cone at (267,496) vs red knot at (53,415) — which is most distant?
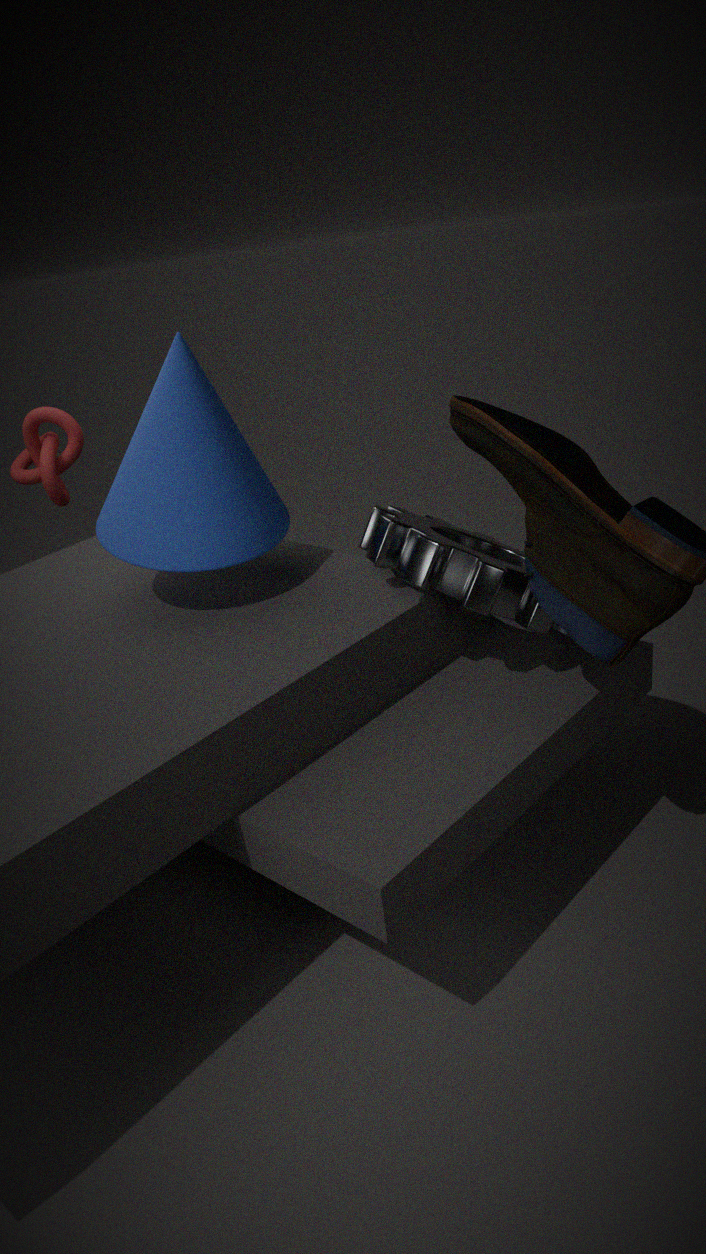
red knot at (53,415)
